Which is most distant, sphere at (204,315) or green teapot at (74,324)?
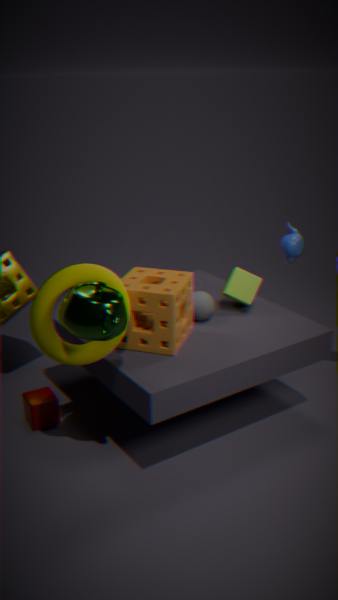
sphere at (204,315)
